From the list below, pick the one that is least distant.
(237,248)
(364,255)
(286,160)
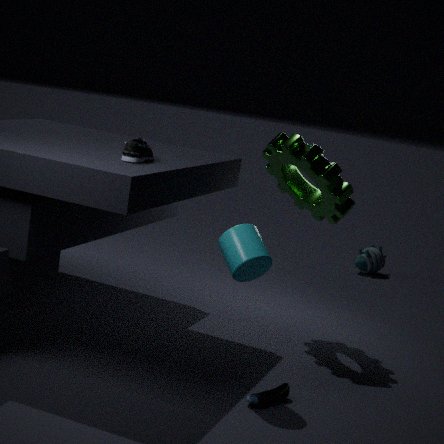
(237,248)
